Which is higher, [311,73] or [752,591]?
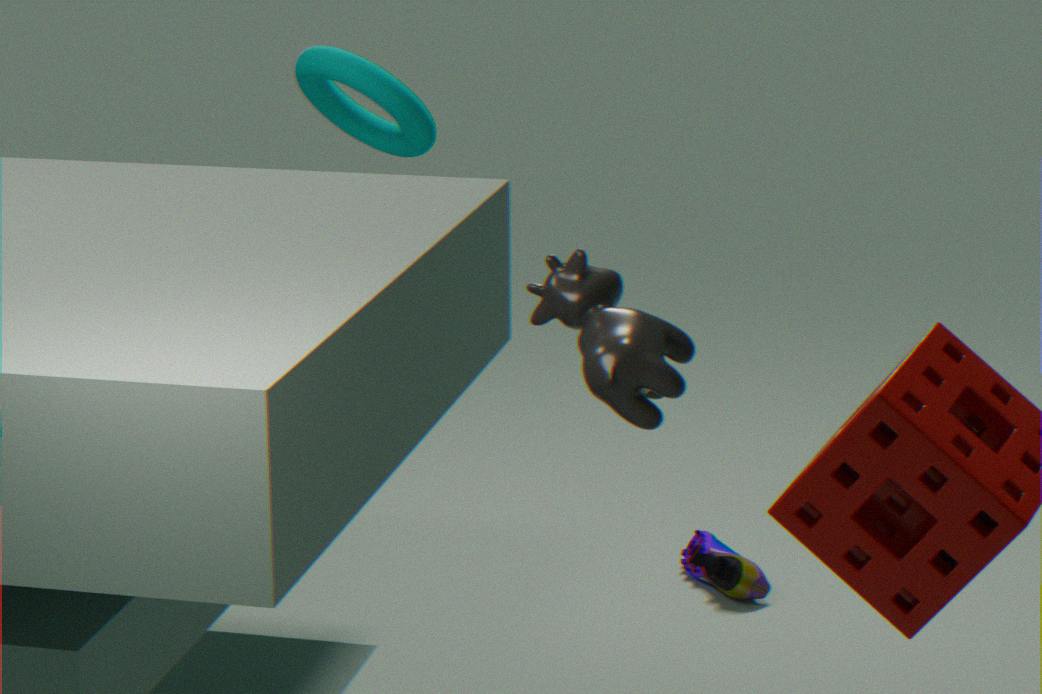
[311,73]
